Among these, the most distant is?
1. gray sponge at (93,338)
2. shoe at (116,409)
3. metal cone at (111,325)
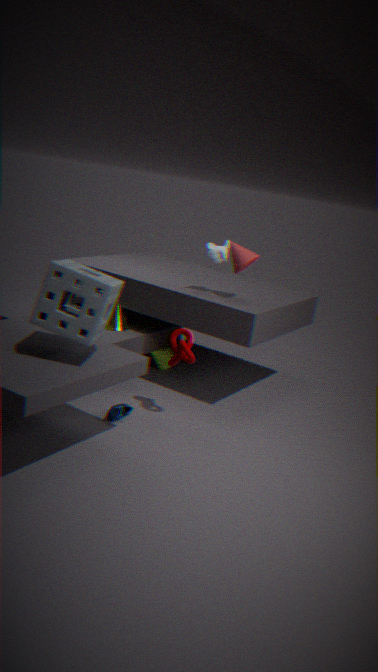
metal cone at (111,325)
